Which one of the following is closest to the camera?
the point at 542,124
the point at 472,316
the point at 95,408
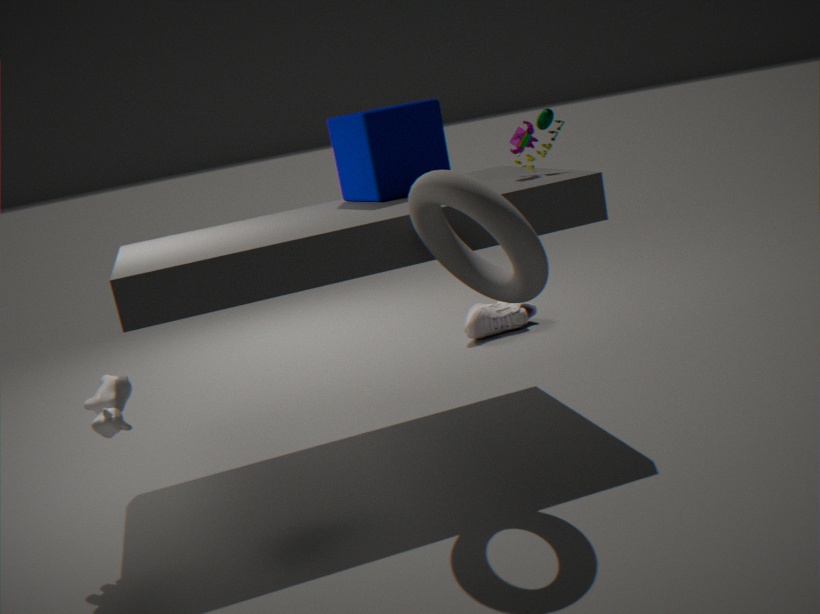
the point at 95,408
